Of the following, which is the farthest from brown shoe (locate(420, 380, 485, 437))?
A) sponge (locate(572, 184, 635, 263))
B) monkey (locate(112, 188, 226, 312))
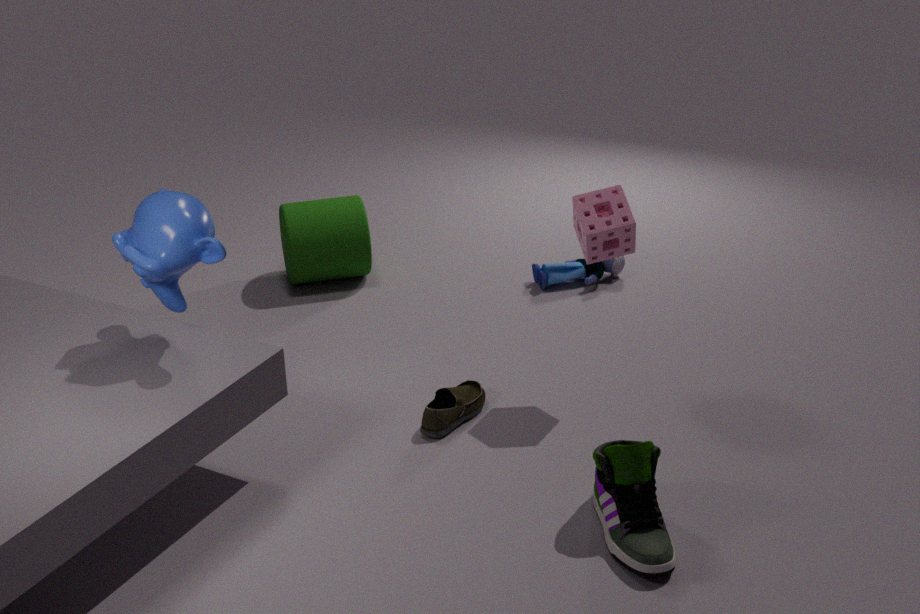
monkey (locate(112, 188, 226, 312))
